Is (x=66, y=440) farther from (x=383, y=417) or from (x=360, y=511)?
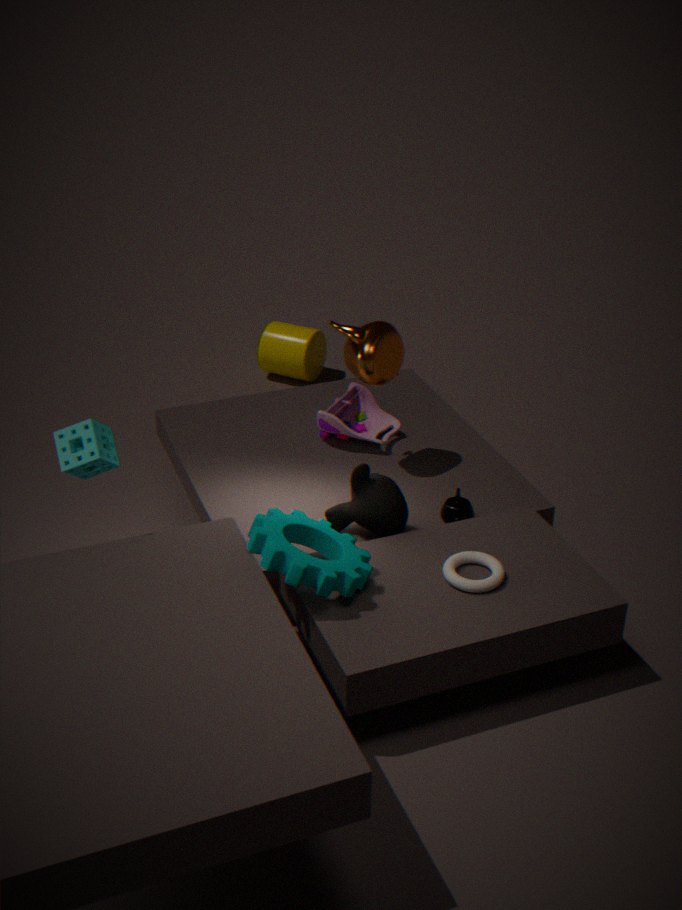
(x=383, y=417)
